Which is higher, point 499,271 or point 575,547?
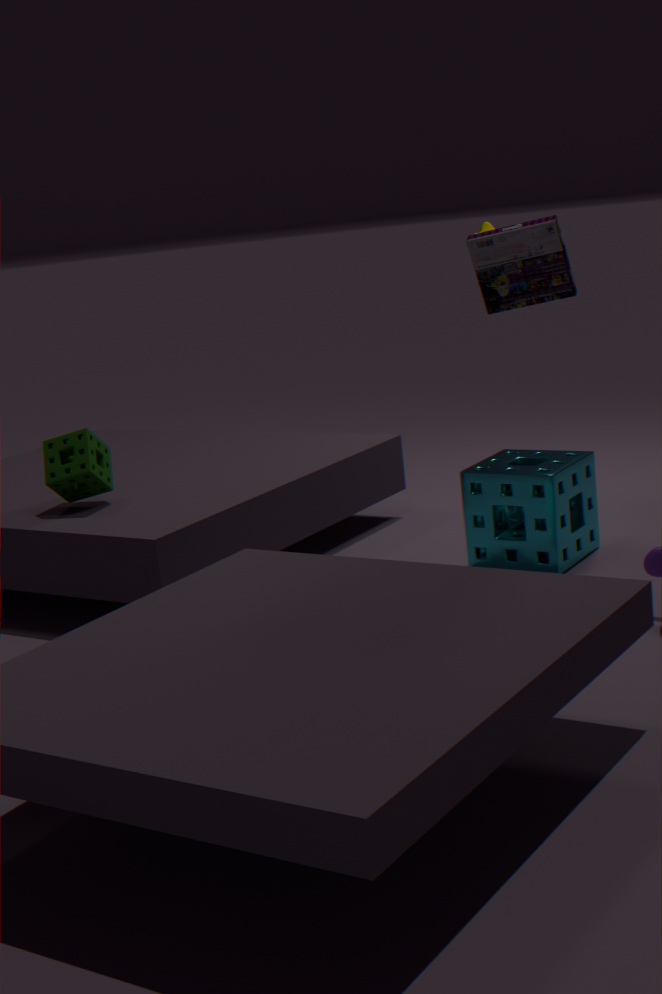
point 499,271
